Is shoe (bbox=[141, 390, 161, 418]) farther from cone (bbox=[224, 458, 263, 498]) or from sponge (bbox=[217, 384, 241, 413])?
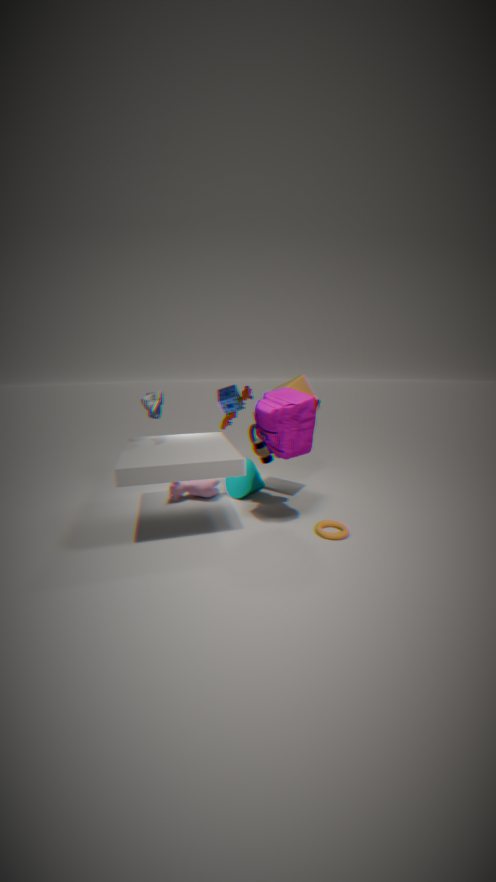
cone (bbox=[224, 458, 263, 498])
